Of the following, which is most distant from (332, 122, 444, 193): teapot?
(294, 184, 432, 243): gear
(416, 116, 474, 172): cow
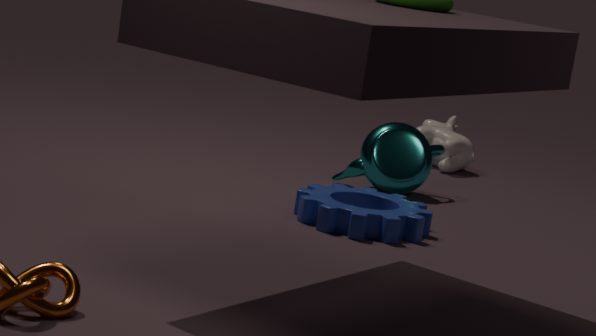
(416, 116, 474, 172): cow
